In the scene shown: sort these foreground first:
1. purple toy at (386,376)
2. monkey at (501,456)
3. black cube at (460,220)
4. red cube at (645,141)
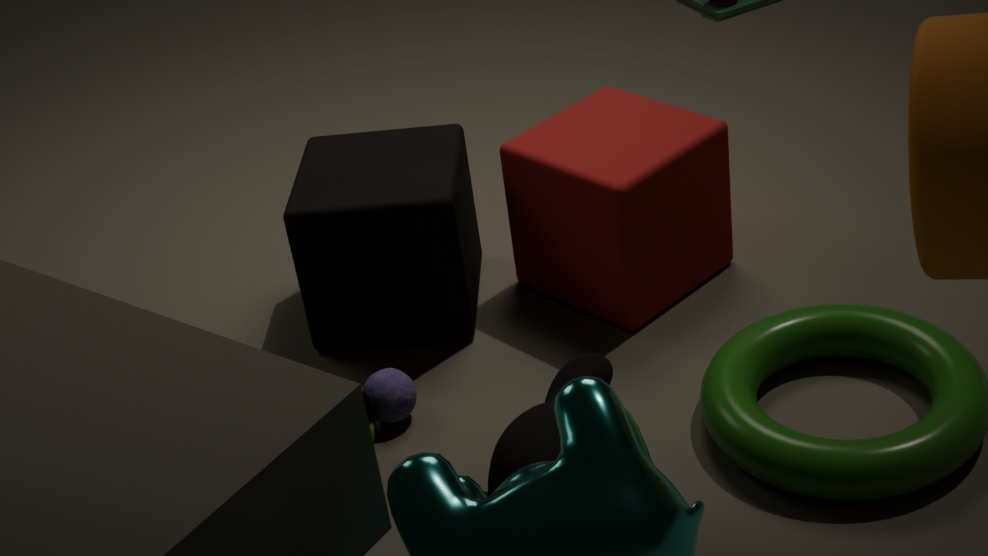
1. monkey at (501,456)
2. purple toy at (386,376)
3. red cube at (645,141)
4. black cube at (460,220)
